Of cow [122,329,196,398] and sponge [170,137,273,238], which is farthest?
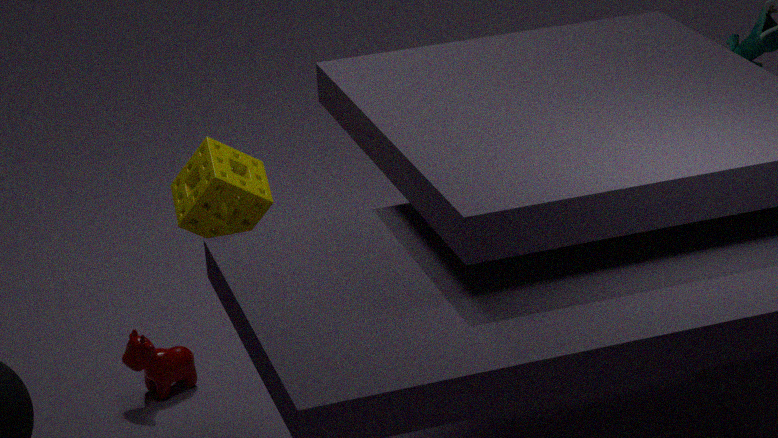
cow [122,329,196,398]
